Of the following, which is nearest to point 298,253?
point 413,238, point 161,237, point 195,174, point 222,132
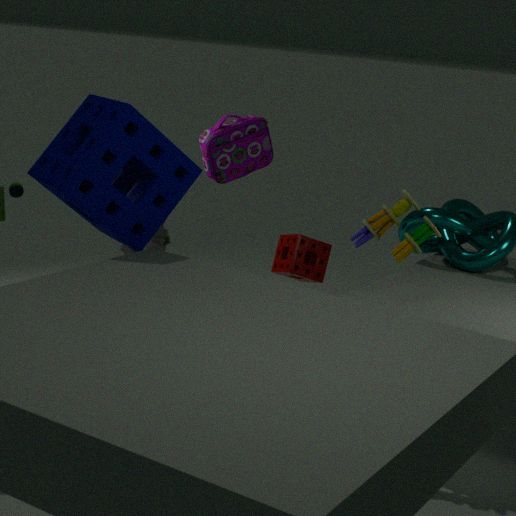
point 222,132
